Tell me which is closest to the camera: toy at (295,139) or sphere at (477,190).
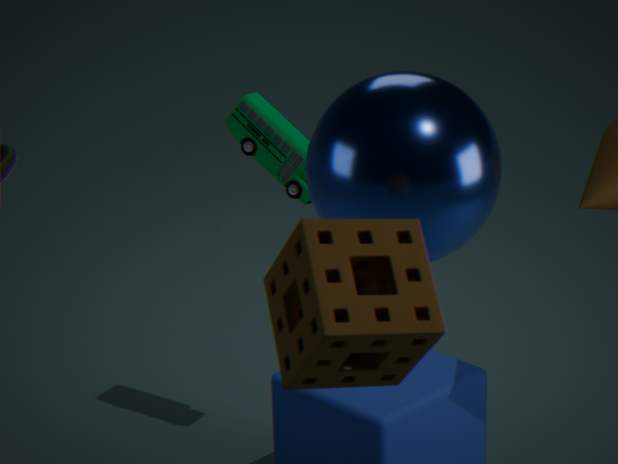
sphere at (477,190)
